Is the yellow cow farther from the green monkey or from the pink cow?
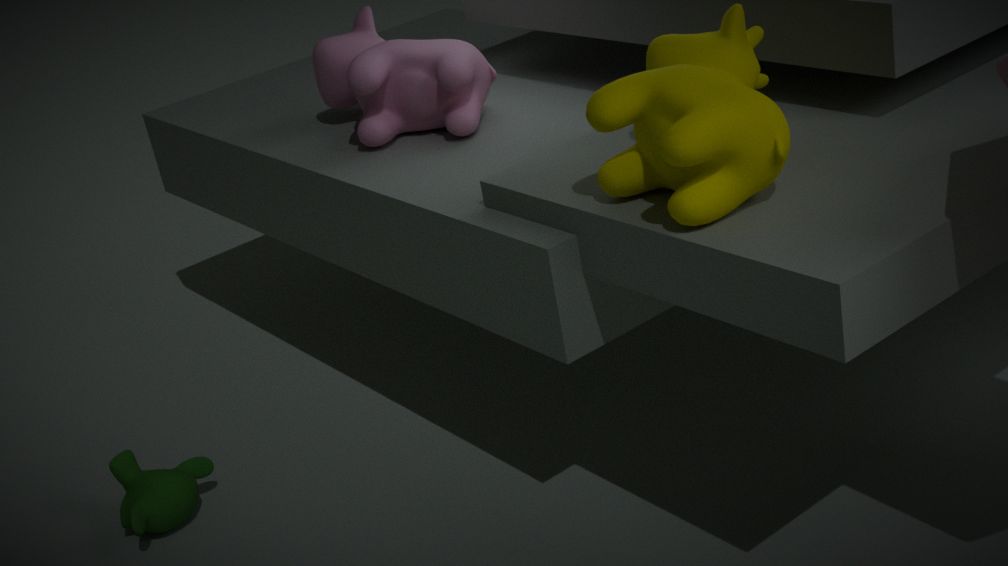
the green monkey
